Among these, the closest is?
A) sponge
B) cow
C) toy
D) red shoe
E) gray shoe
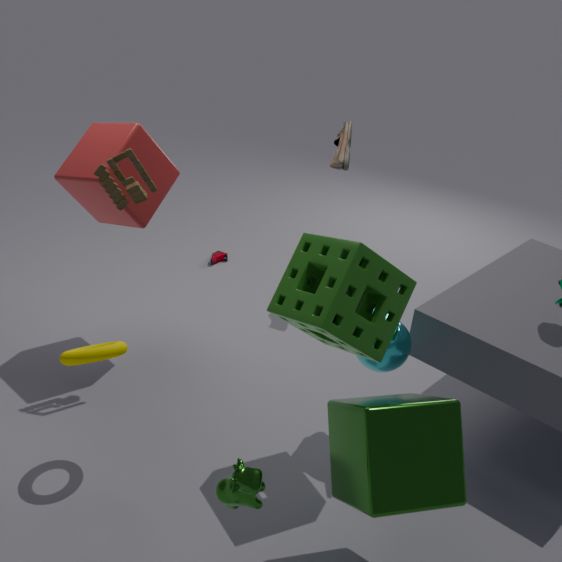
cow
